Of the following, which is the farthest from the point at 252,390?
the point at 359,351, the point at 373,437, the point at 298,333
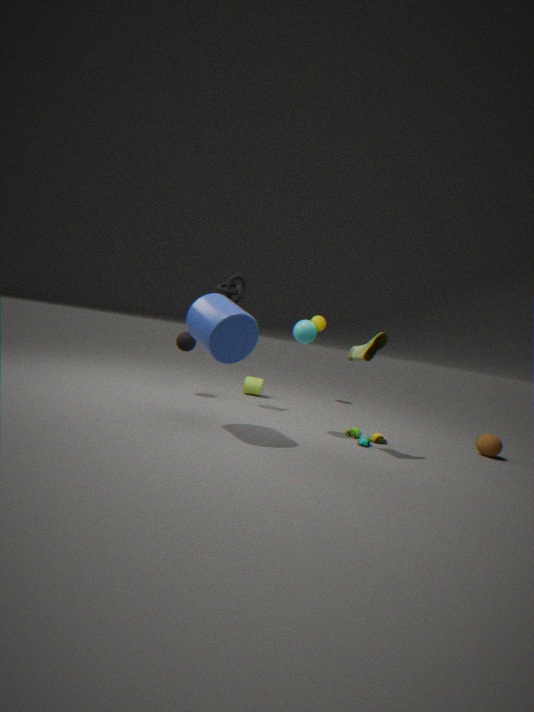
the point at 359,351
